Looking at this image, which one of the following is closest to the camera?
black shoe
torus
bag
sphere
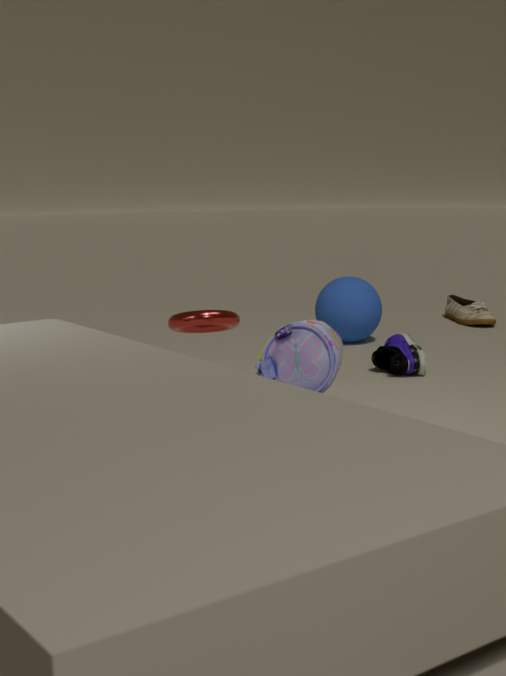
bag
